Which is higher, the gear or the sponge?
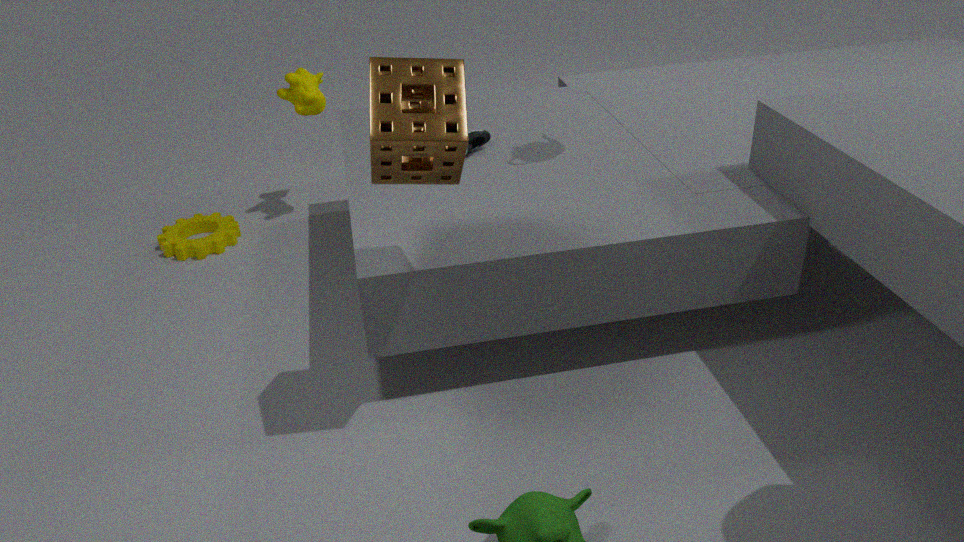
the sponge
